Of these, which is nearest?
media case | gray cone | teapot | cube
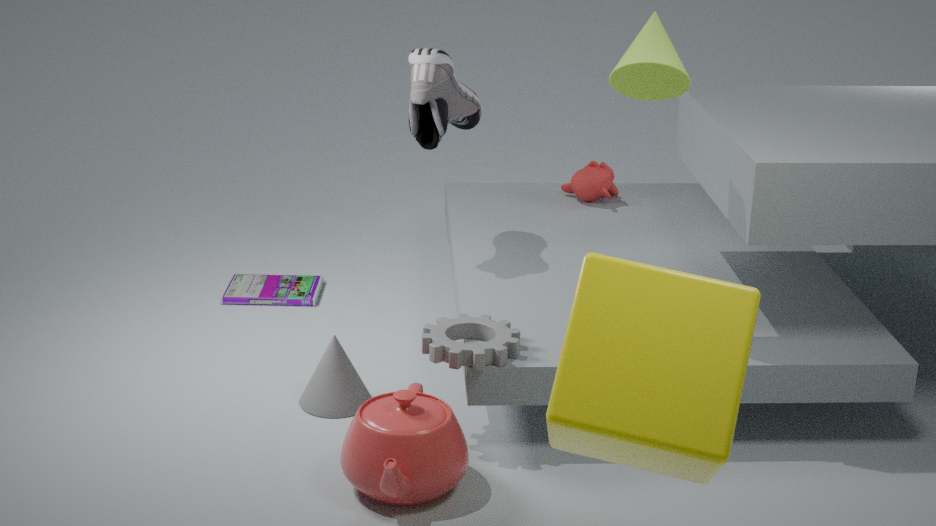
cube
